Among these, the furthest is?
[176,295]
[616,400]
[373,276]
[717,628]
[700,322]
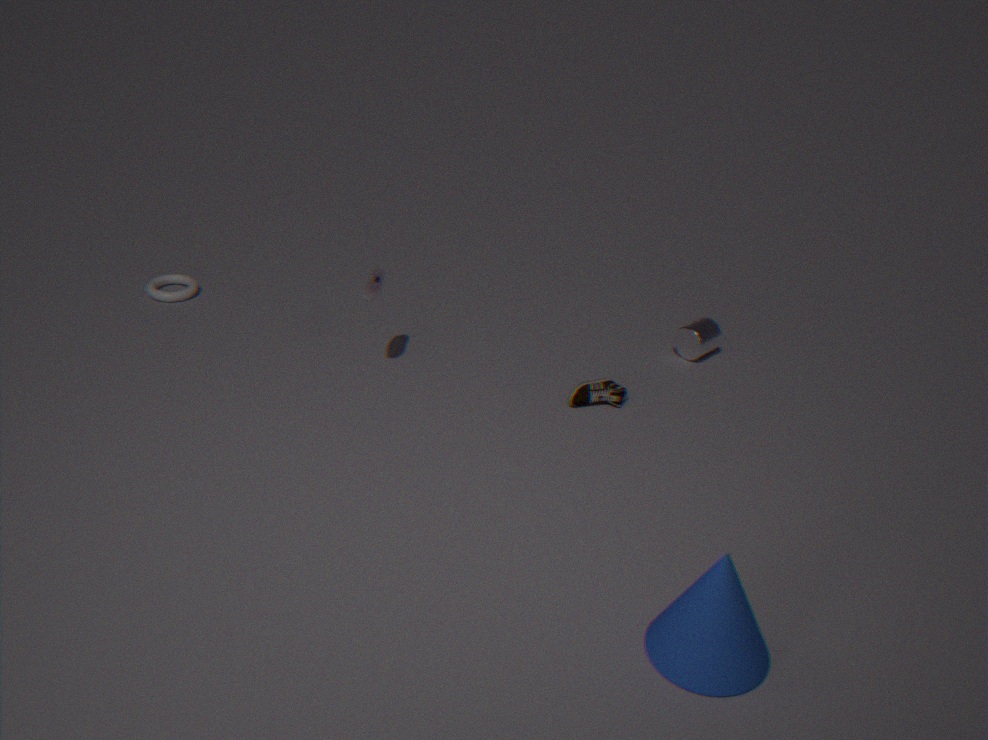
[176,295]
